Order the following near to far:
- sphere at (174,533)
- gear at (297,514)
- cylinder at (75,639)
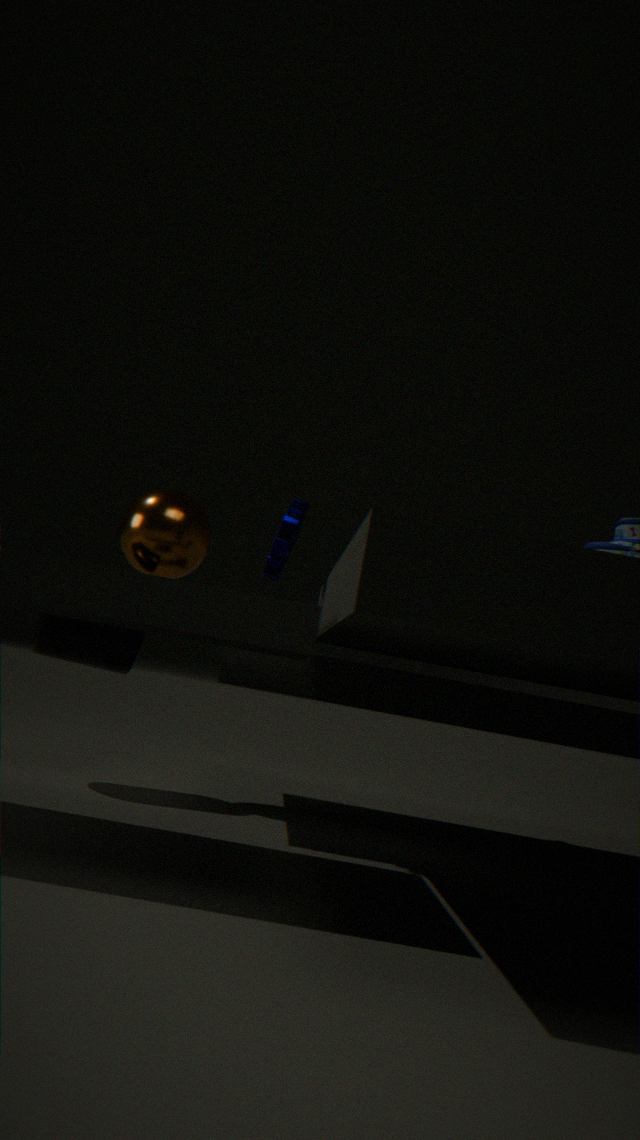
gear at (297,514)
cylinder at (75,639)
sphere at (174,533)
